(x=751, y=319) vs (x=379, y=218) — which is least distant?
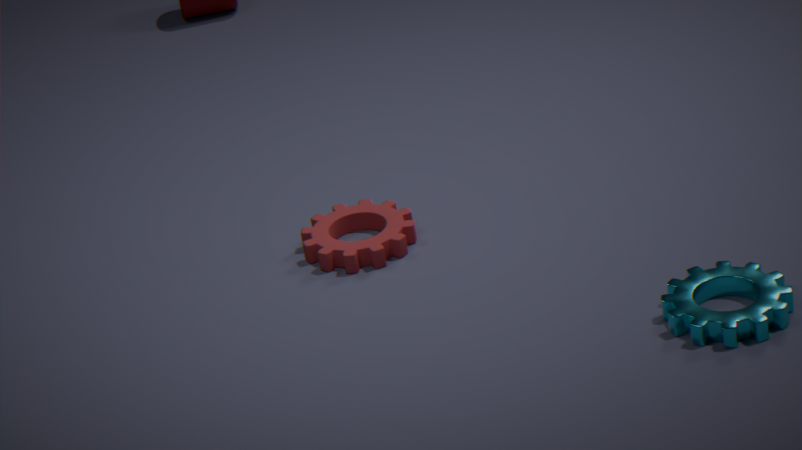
(x=751, y=319)
